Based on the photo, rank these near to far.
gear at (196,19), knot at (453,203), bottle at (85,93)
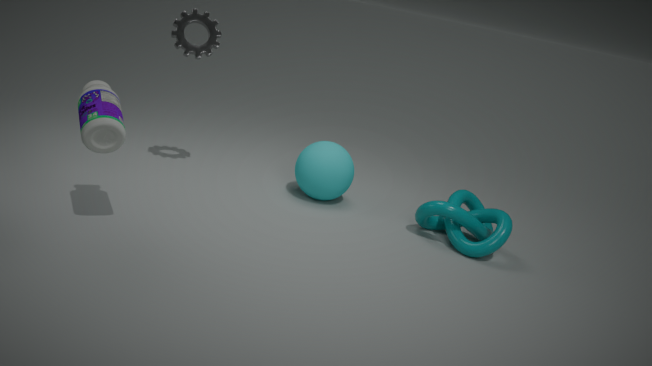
bottle at (85,93), knot at (453,203), gear at (196,19)
